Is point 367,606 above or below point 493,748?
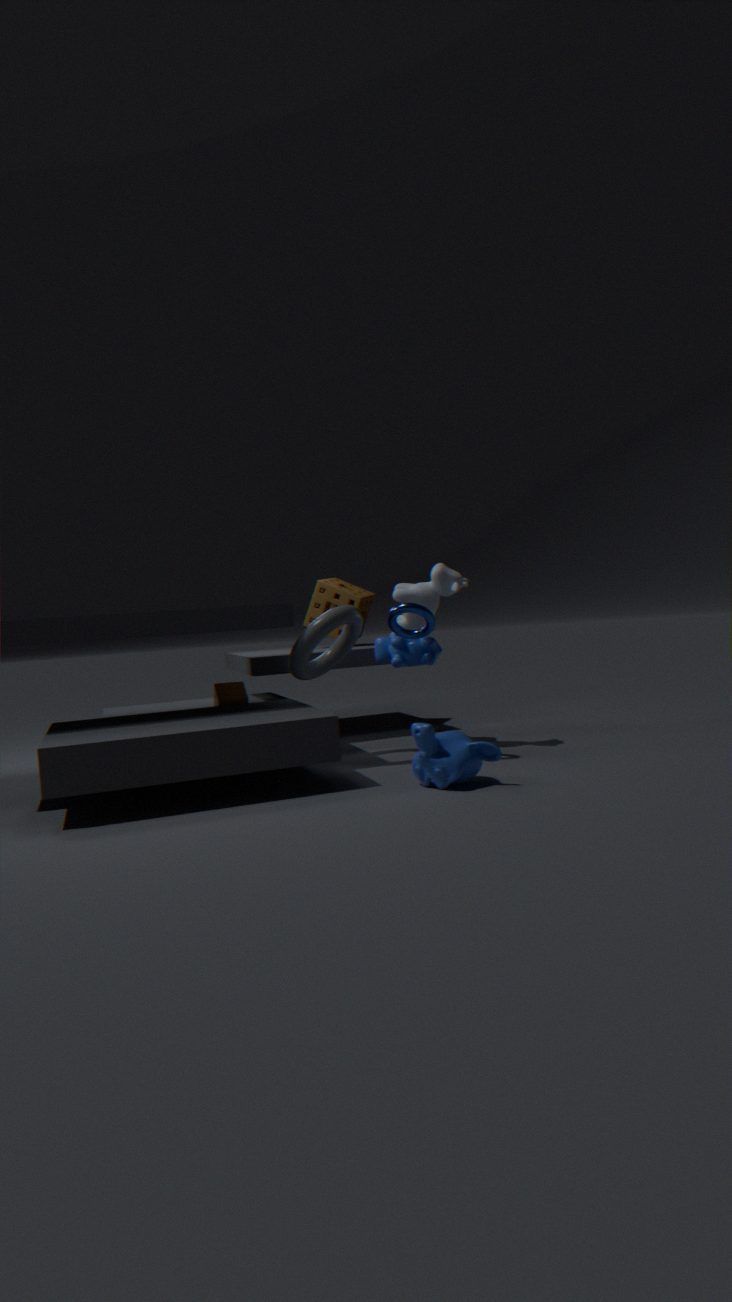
above
